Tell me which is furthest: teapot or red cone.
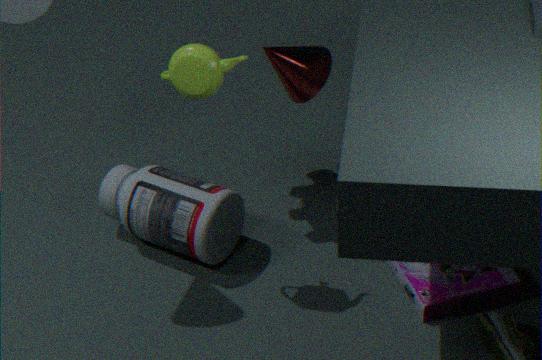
red cone
